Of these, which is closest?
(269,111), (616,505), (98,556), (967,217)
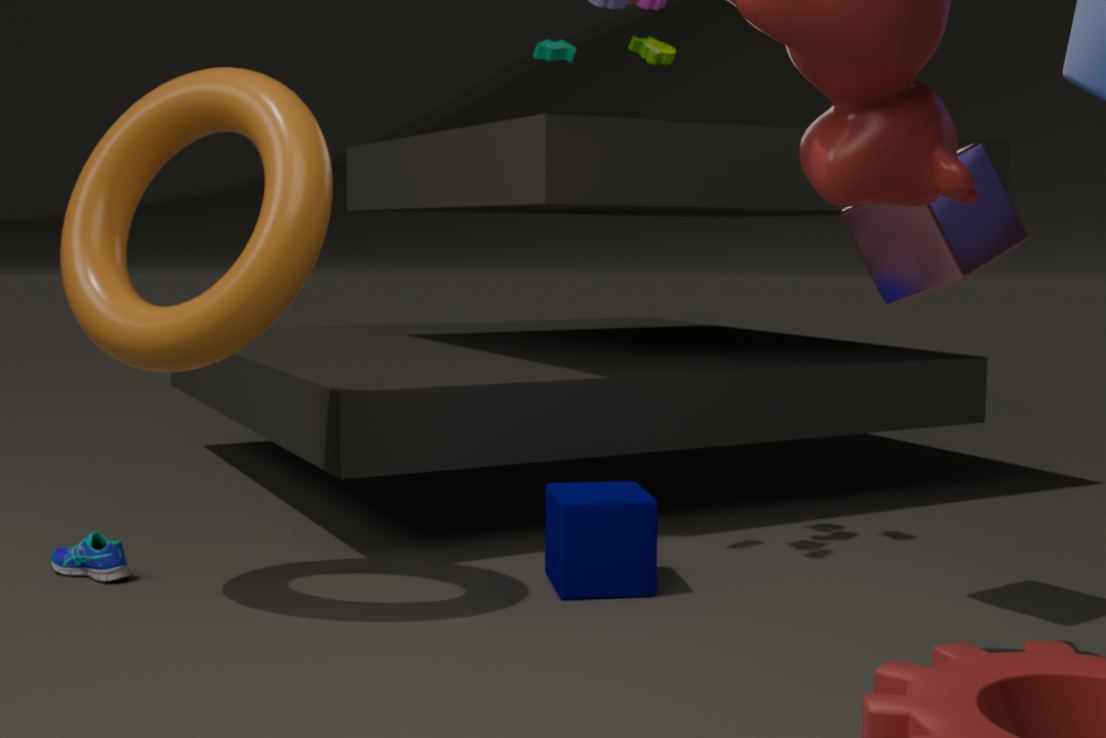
(967,217)
